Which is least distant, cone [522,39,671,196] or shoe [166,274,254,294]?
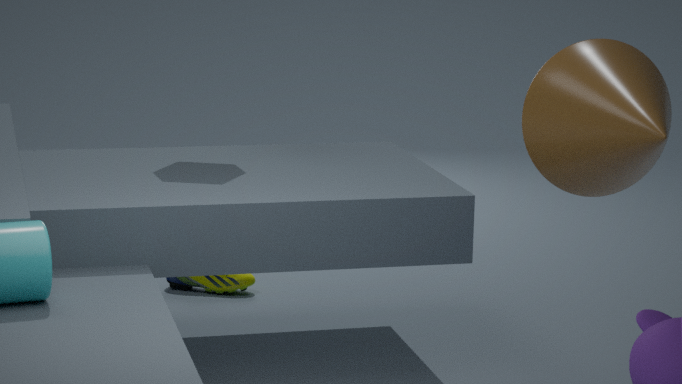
cone [522,39,671,196]
